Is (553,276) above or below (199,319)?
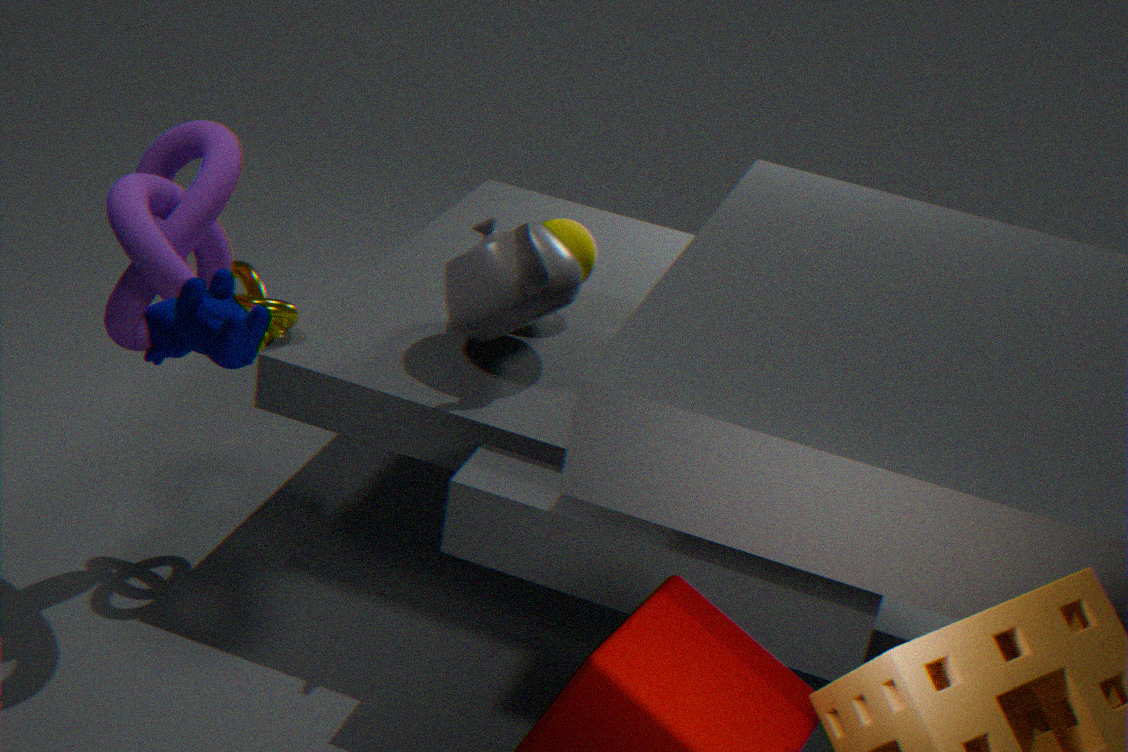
below
